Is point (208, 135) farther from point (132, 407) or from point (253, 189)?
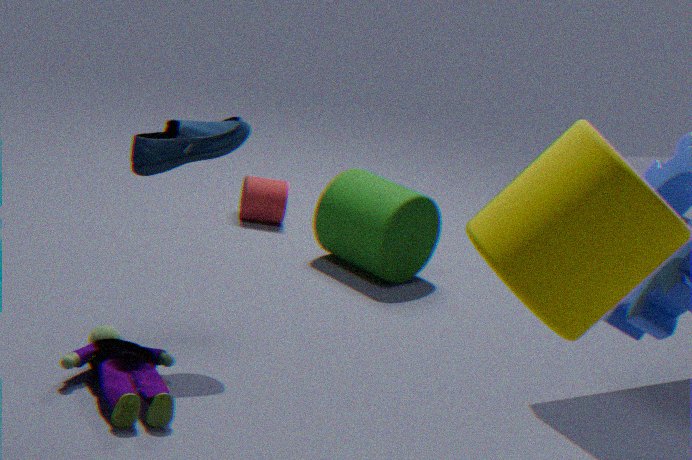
point (253, 189)
